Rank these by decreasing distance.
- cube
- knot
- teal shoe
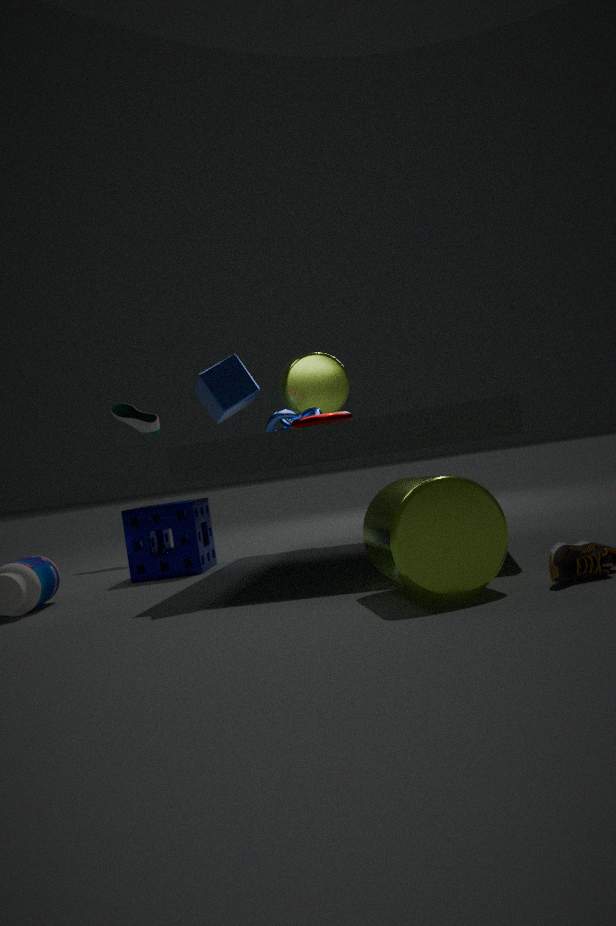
teal shoe → knot → cube
